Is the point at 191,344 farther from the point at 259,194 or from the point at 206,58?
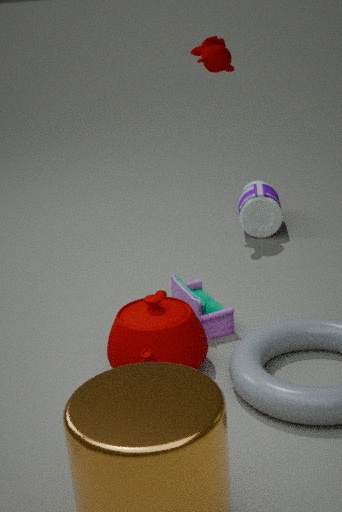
the point at 206,58
